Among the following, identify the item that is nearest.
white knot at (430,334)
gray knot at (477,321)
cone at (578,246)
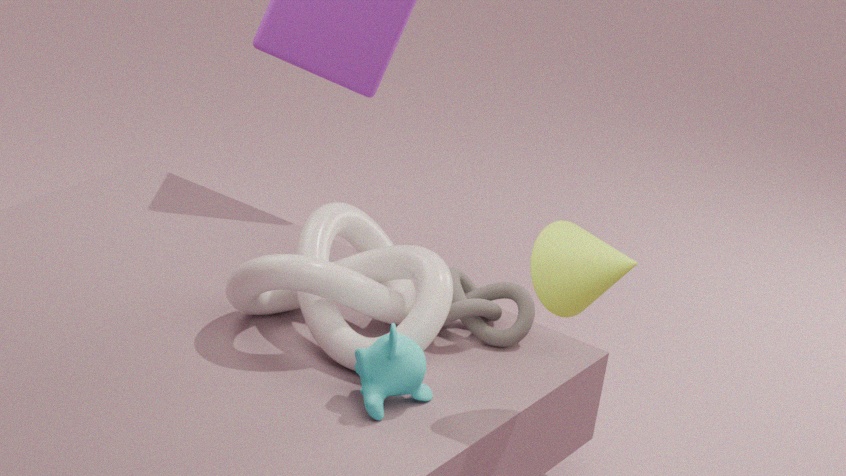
cone at (578,246)
